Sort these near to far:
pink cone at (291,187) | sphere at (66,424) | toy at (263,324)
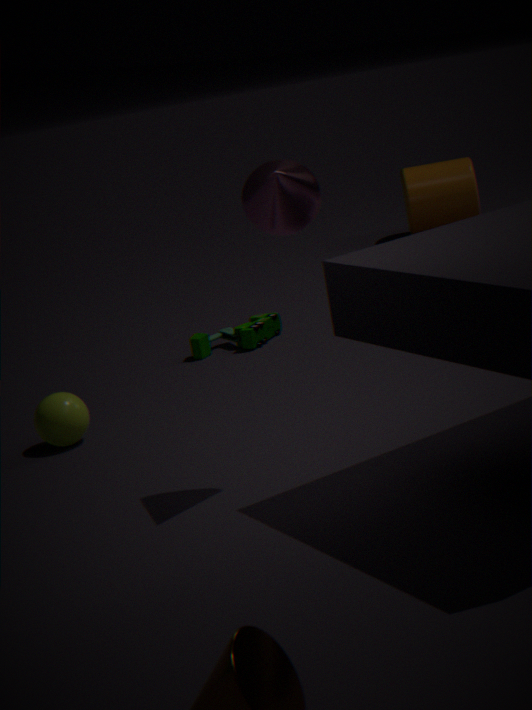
pink cone at (291,187)
sphere at (66,424)
toy at (263,324)
